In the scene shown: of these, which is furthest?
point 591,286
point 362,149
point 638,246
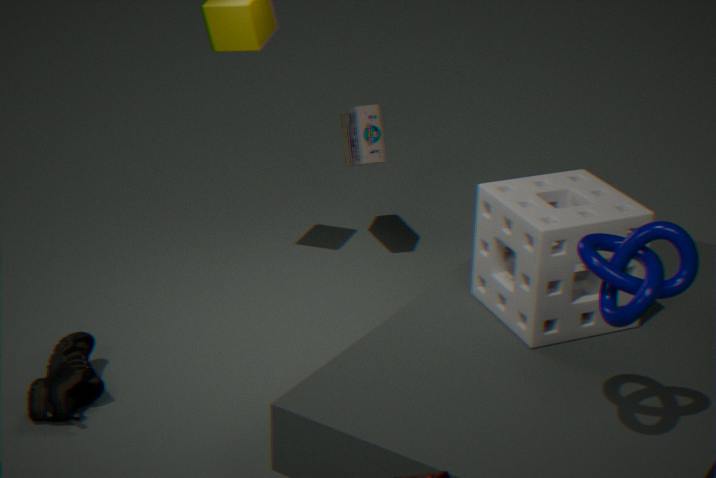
point 362,149
